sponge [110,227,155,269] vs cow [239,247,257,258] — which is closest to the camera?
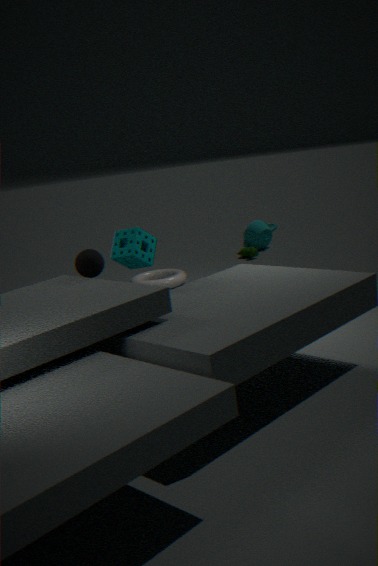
sponge [110,227,155,269]
